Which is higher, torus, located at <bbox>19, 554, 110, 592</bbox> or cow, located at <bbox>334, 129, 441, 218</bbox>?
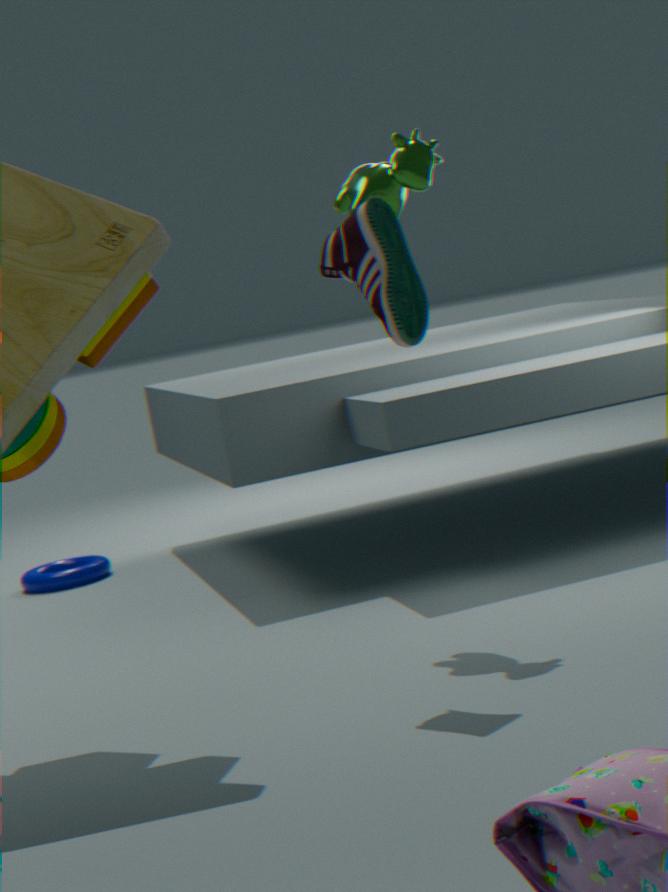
cow, located at <bbox>334, 129, 441, 218</bbox>
